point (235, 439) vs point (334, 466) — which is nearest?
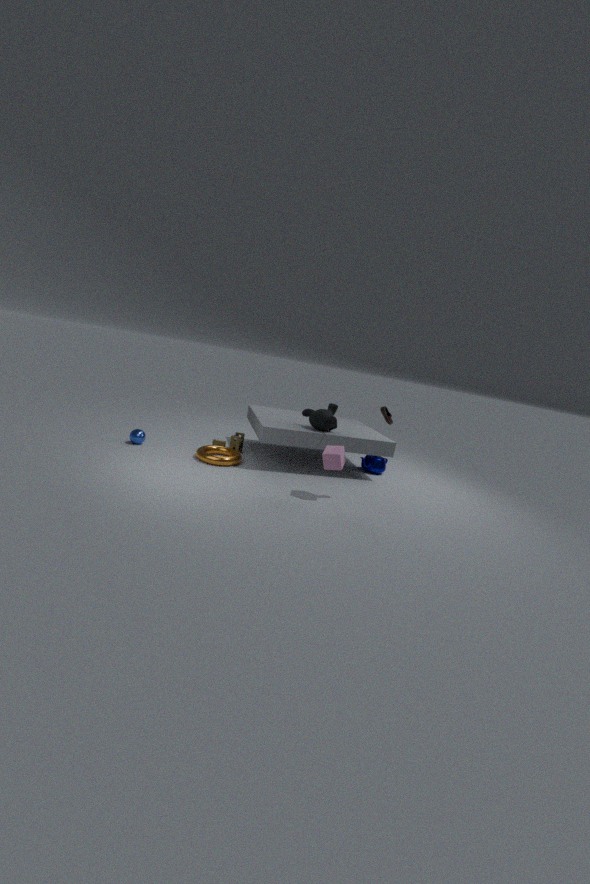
point (334, 466)
